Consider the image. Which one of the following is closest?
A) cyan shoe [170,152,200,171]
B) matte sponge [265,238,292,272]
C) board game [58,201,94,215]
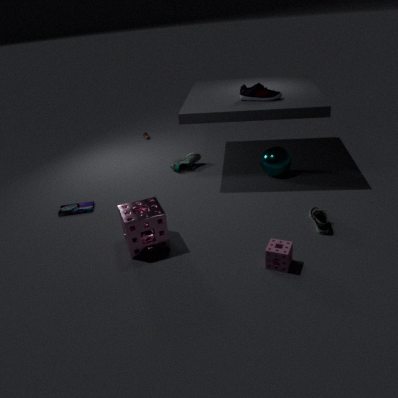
matte sponge [265,238,292,272]
